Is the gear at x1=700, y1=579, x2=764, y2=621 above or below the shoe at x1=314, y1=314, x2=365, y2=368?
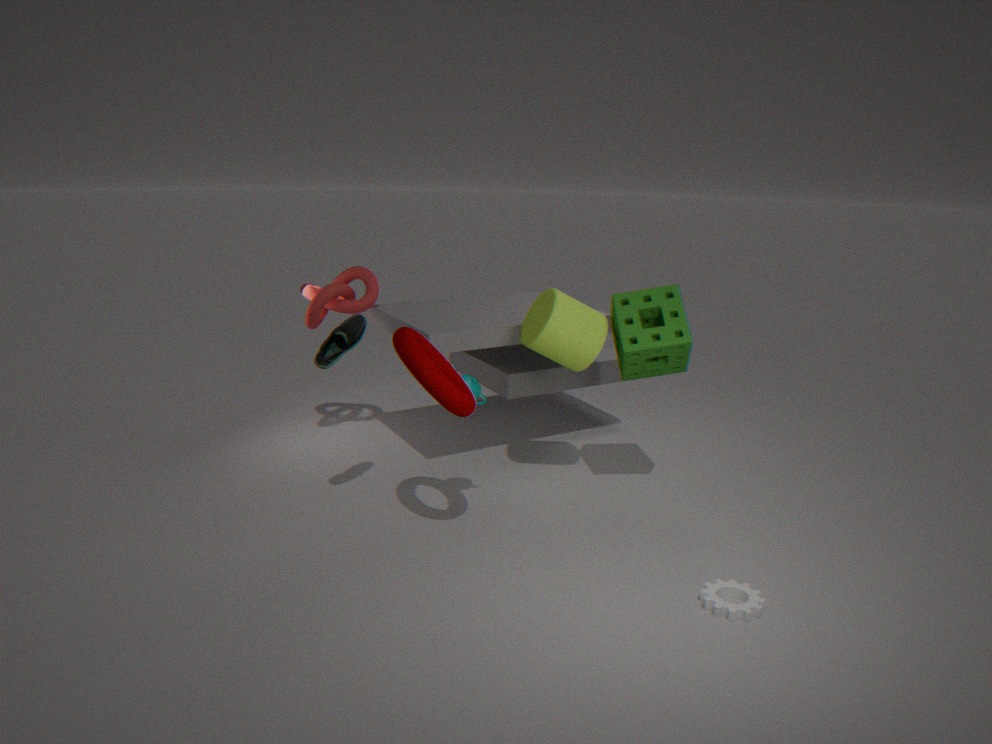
below
